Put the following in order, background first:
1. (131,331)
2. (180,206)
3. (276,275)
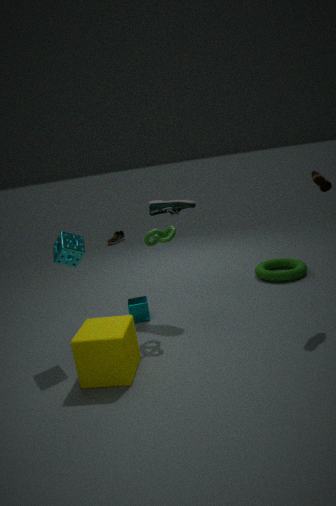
(276,275), (180,206), (131,331)
